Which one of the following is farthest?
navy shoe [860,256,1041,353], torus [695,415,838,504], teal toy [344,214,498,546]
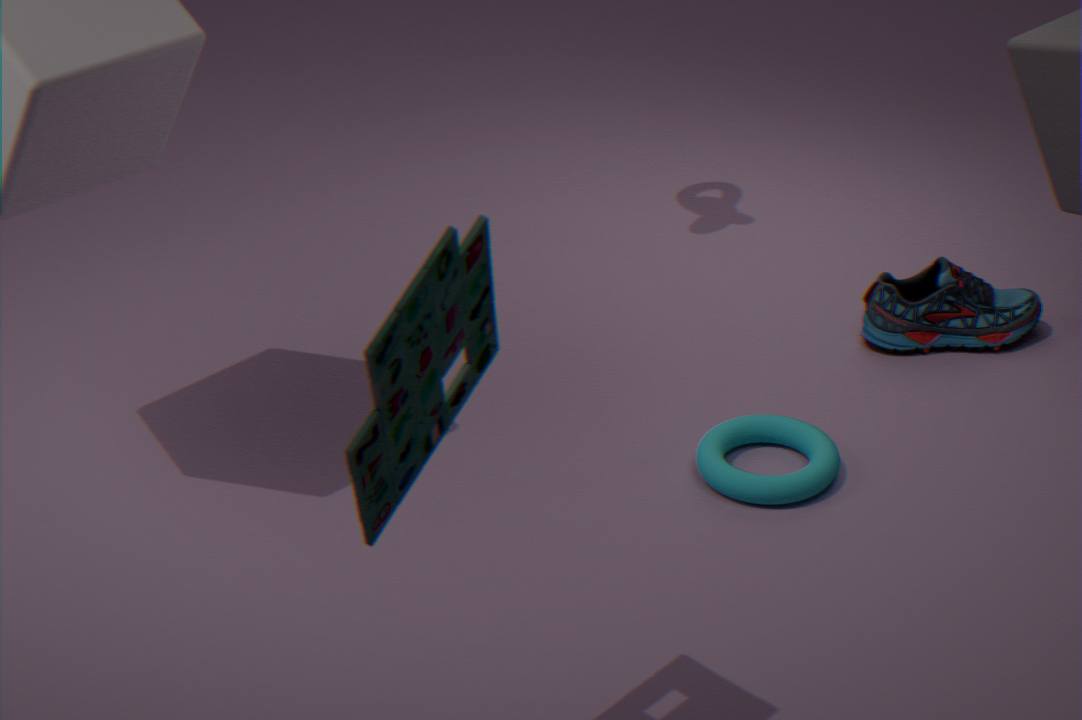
navy shoe [860,256,1041,353]
